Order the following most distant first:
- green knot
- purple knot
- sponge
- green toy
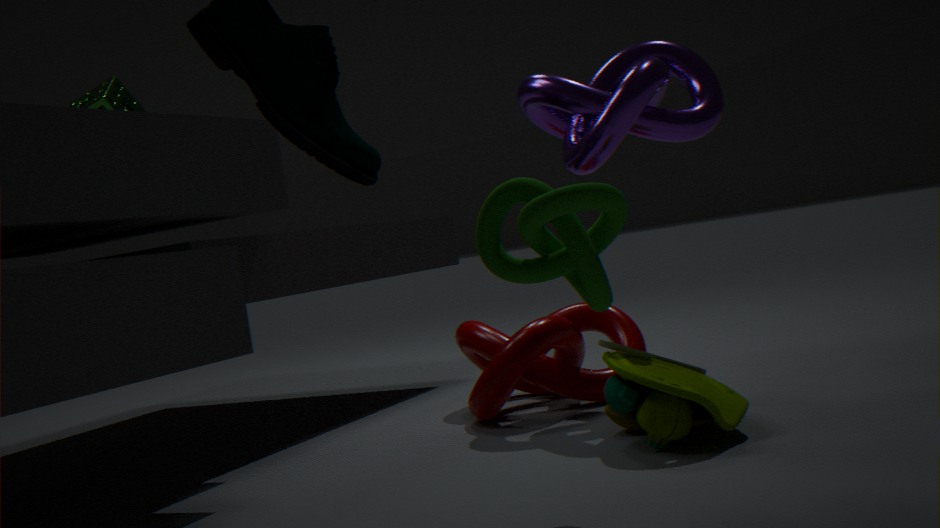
1. sponge
2. purple knot
3. green toy
4. green knot
